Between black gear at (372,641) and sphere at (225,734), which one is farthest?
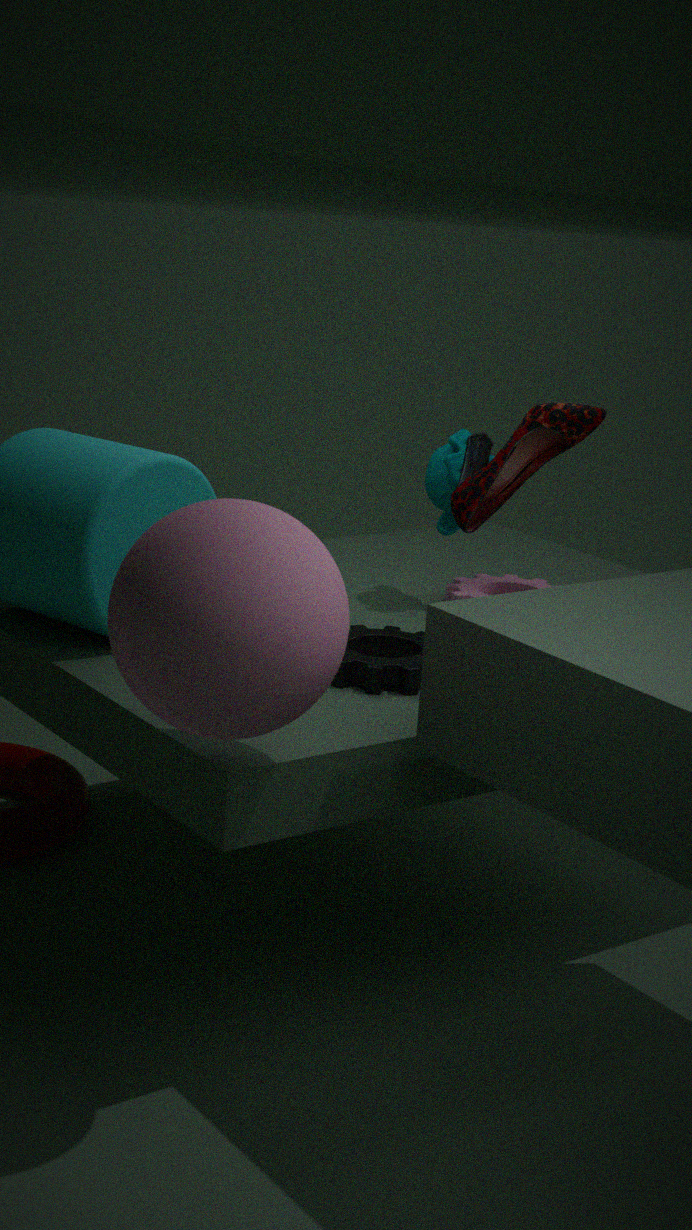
black gear at (372,641)
